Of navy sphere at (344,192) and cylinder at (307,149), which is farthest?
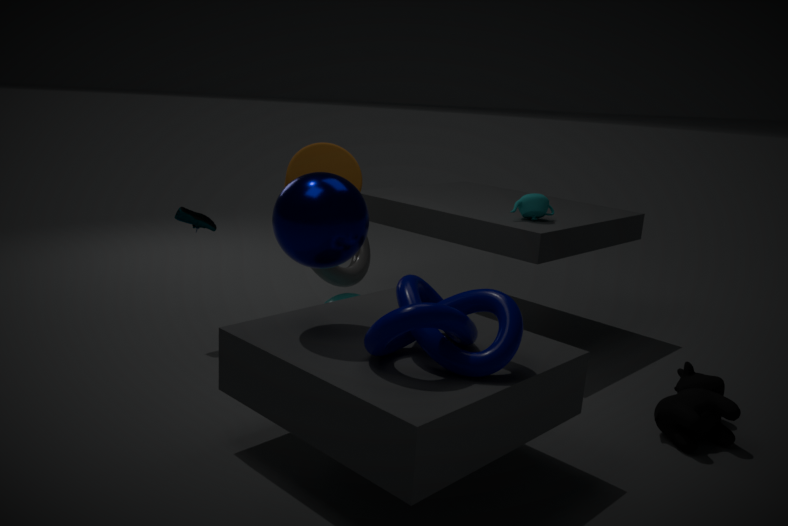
cylinder at (307,149)
